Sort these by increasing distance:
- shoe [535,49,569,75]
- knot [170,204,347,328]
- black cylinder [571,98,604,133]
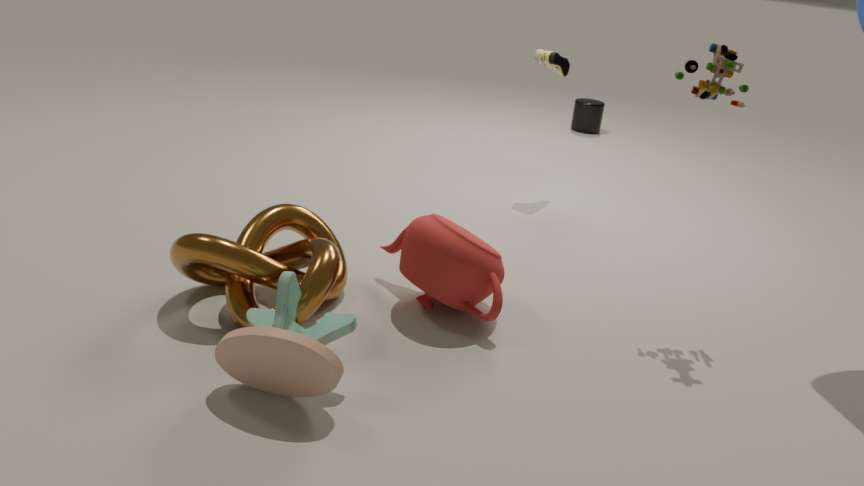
knot [170,204,347,328]
shoe [535,49,569,75]
black cylinder [571,98,604,133]
